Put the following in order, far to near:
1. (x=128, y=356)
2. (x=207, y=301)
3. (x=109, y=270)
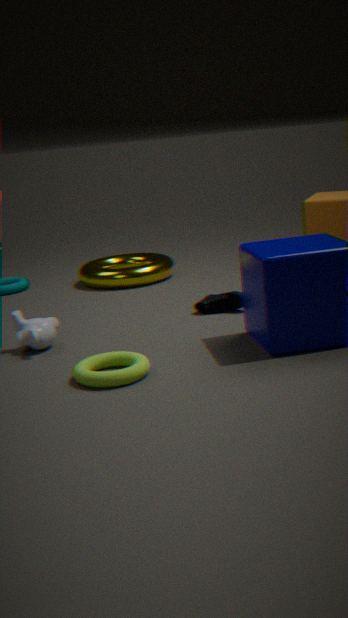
(x=109, y=270) → (x=207, y=301) → (x=128, y=356)
